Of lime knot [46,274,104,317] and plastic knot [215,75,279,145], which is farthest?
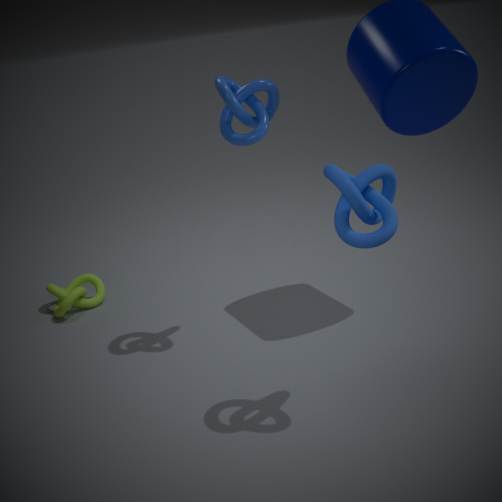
lime knot [46,274,104,317]
